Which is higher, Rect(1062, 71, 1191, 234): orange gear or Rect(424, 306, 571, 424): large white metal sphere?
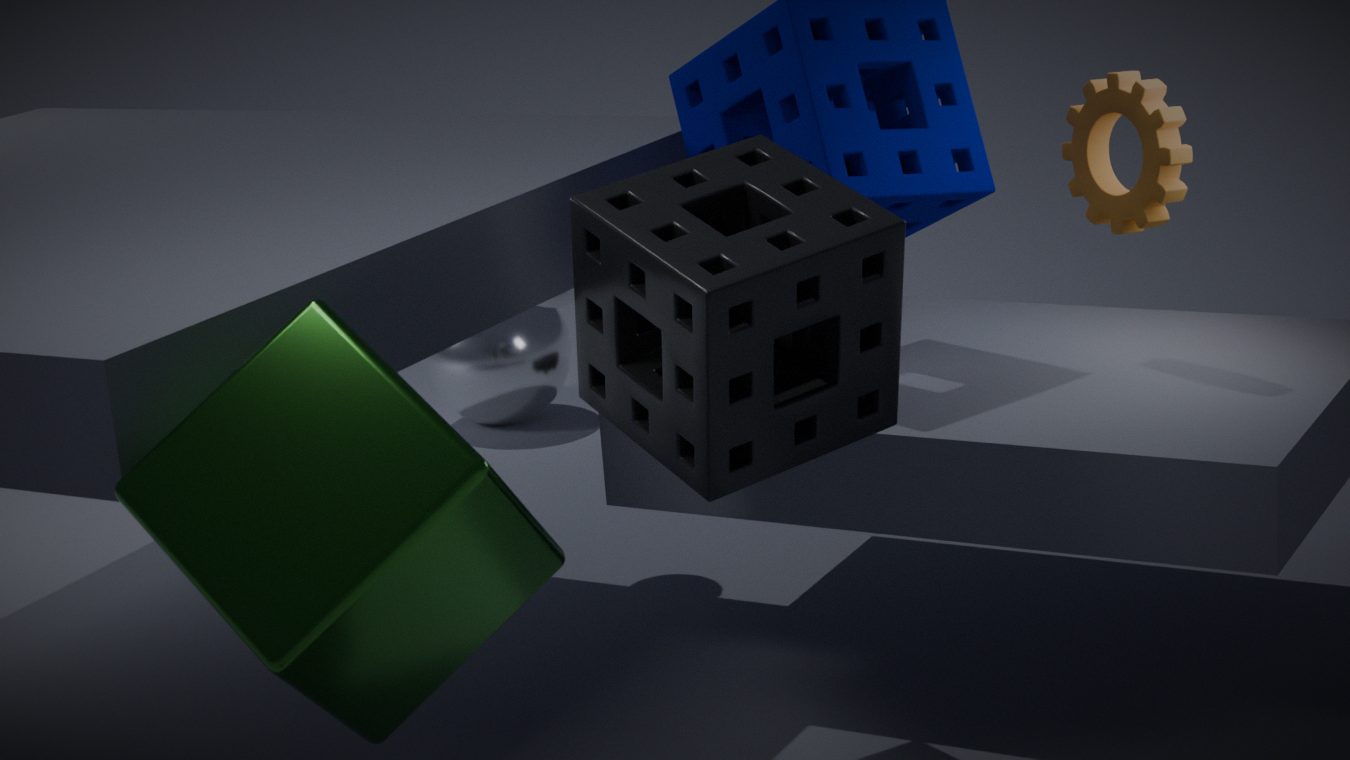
Rect(1062, 71, 1191, 234): orange gear
